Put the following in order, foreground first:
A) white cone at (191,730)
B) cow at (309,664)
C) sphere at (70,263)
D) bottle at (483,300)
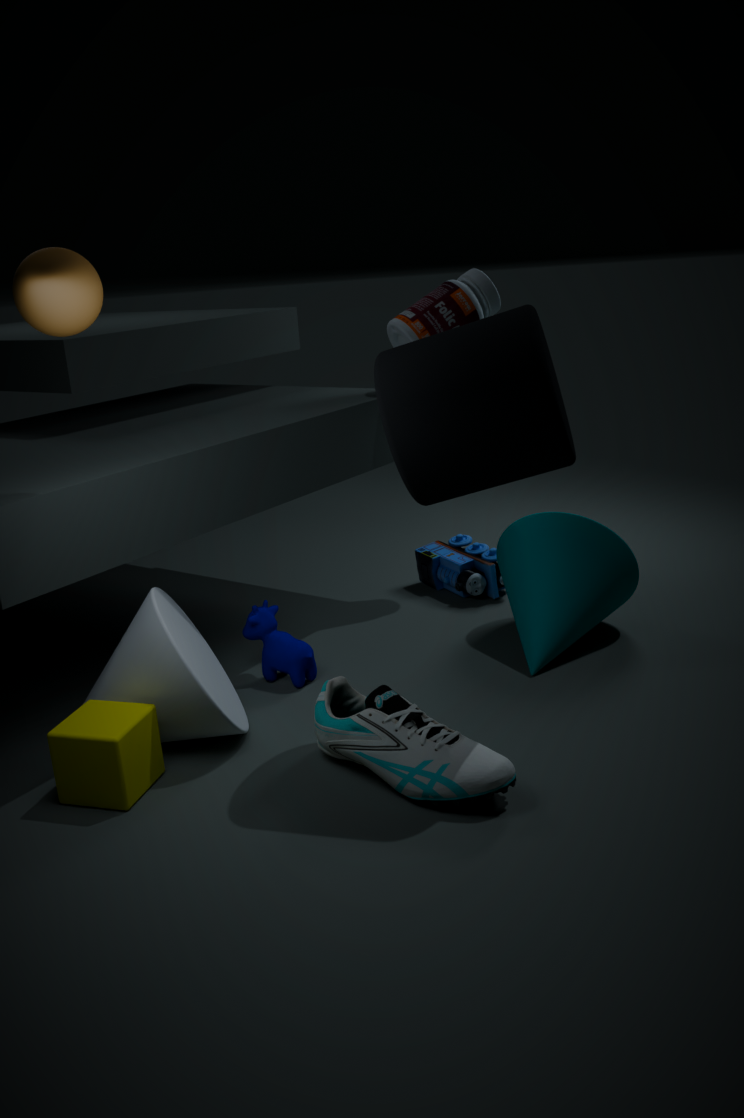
sphere at (70,263) → white cone at (191,730) → cow at (309,664) → bottle at (483,300)
